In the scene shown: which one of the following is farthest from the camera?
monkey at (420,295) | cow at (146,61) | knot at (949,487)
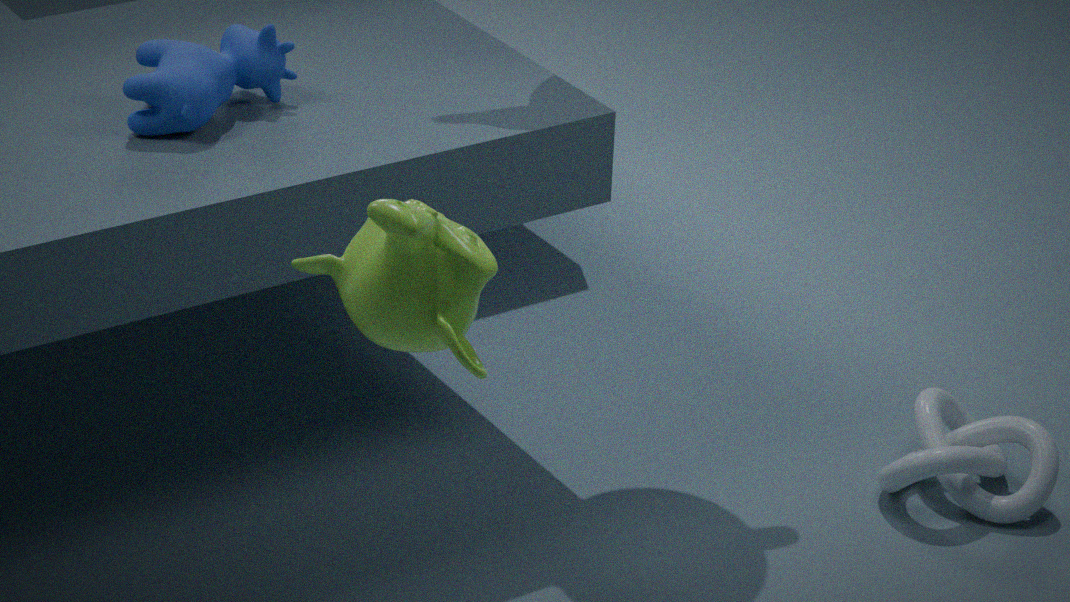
knot at (949,487)
